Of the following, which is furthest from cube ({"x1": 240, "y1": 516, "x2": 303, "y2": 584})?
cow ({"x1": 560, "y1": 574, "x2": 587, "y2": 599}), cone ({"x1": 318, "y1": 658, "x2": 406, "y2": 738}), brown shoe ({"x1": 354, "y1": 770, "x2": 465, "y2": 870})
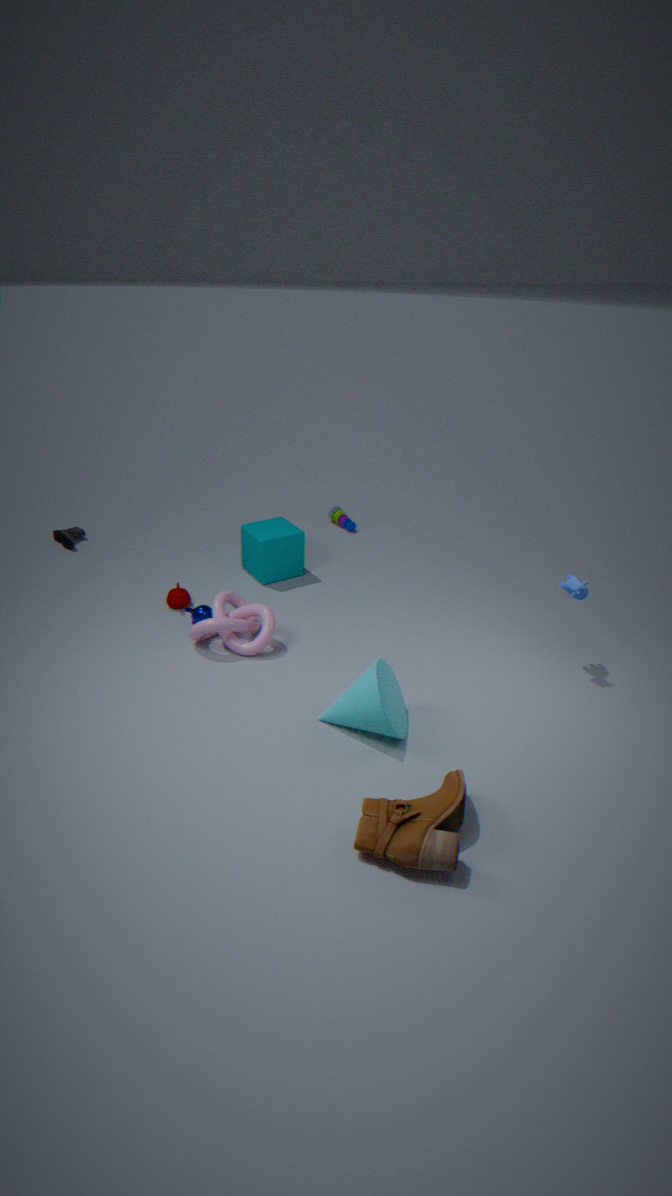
brown shoe ({"x1": 354, "y1": 770, "x2": 465, "y2": 870})
